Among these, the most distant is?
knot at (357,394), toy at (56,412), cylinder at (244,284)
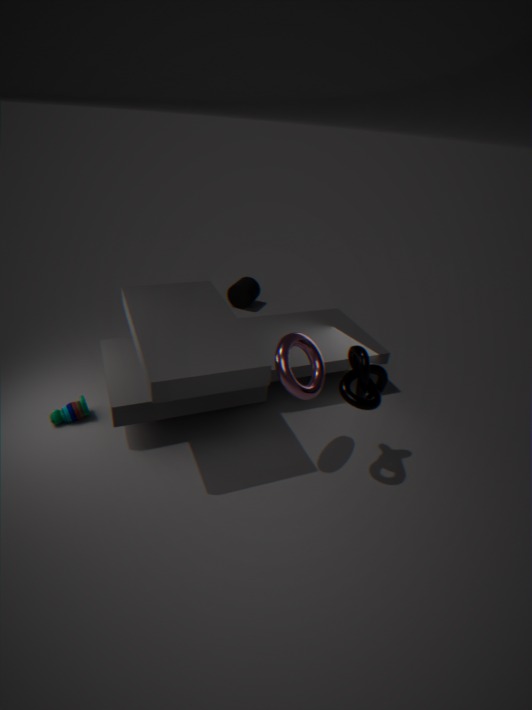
cylinder at (244,284)
